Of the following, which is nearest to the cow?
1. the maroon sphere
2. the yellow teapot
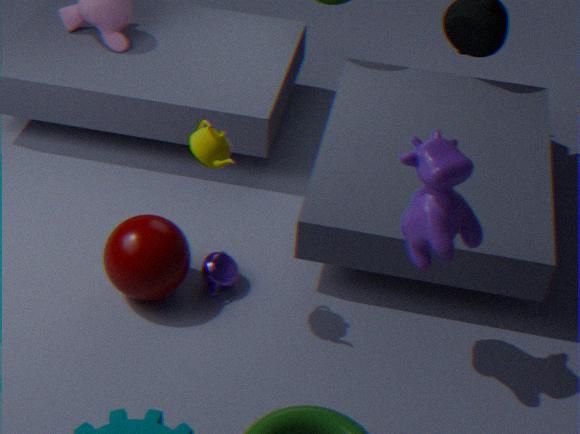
the yellow teapot
